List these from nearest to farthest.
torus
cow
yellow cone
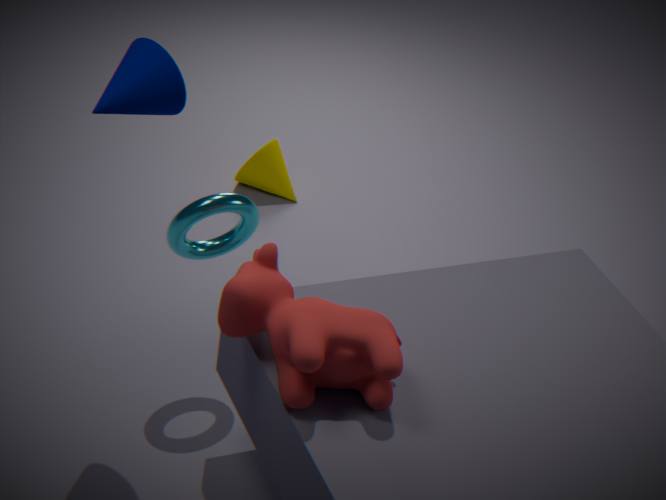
cow → torus → yellow cone
